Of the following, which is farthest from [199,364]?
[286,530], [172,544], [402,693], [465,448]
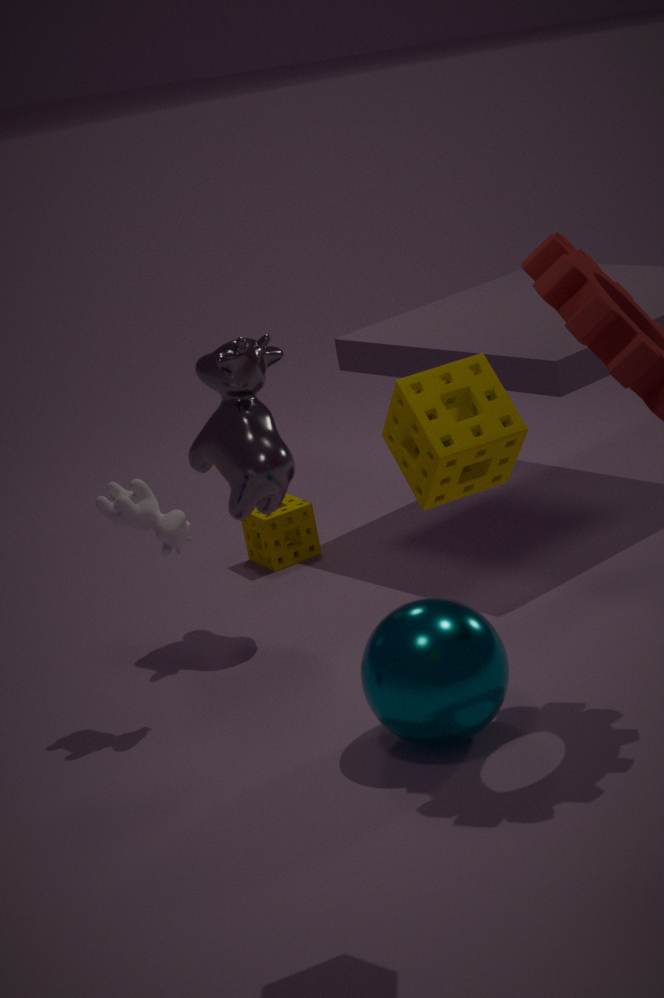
[465,448]
